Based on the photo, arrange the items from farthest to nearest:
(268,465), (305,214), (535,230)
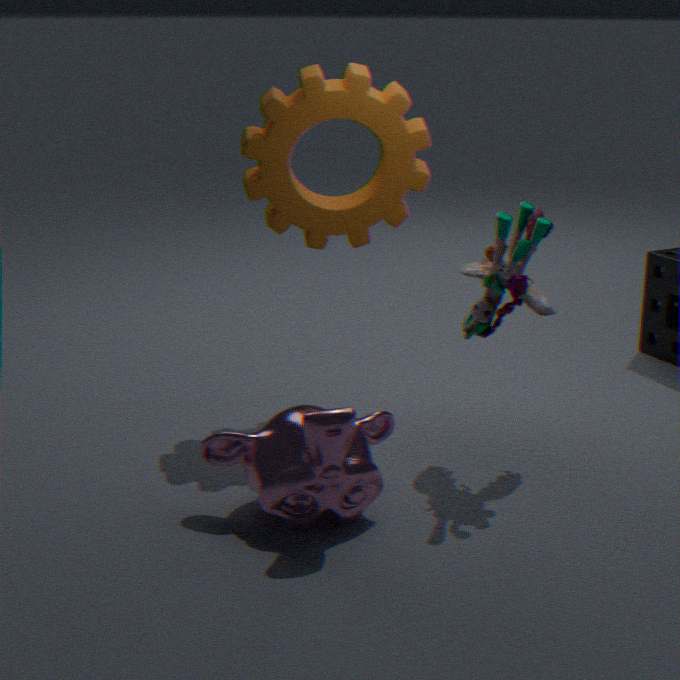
(305,214) < (535,230) < (268,465)
